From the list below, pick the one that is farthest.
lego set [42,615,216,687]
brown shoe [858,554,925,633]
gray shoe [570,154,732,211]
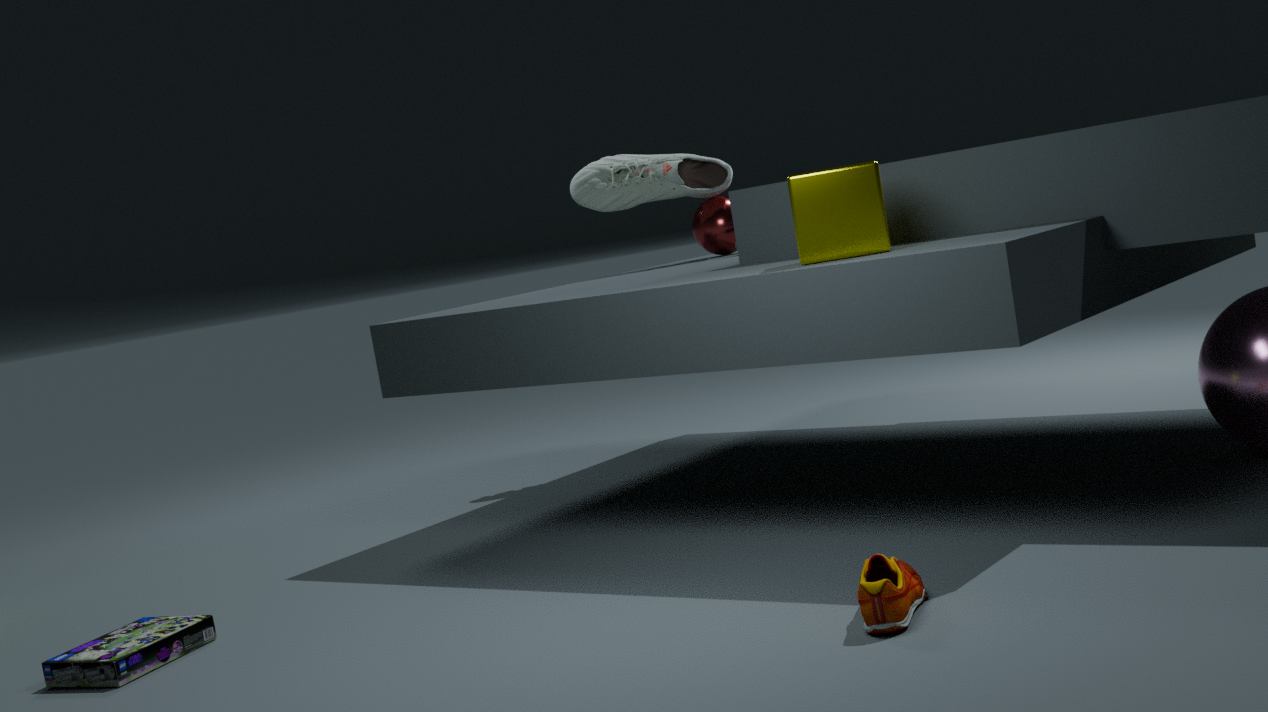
gray shoe [570,154,732,211]
